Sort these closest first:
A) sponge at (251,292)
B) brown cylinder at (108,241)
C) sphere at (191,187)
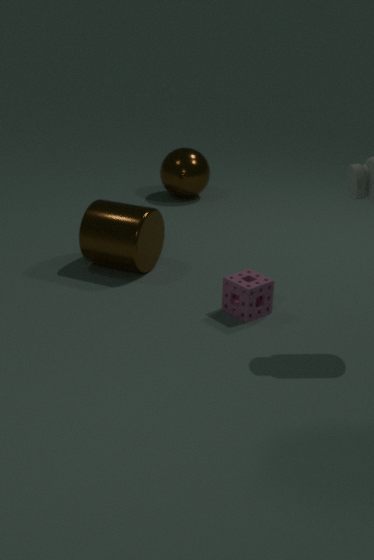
sponge at (251,292), brown cylinder at (108,241), sphere at (191,187)
